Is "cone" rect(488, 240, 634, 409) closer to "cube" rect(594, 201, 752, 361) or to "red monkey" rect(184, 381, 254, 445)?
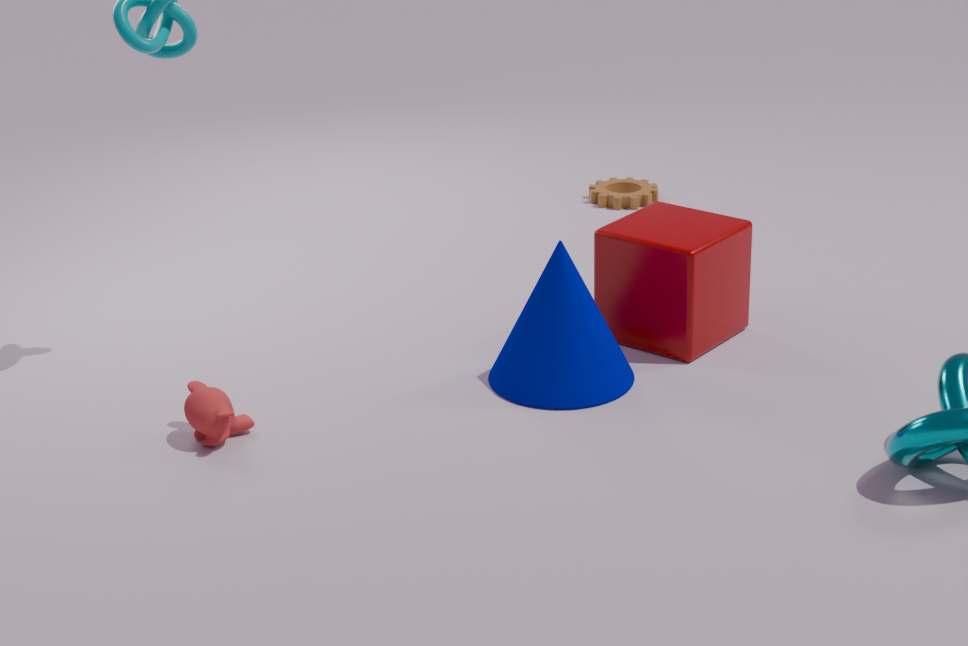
"cube" rect(594, 201, 752, 361)
